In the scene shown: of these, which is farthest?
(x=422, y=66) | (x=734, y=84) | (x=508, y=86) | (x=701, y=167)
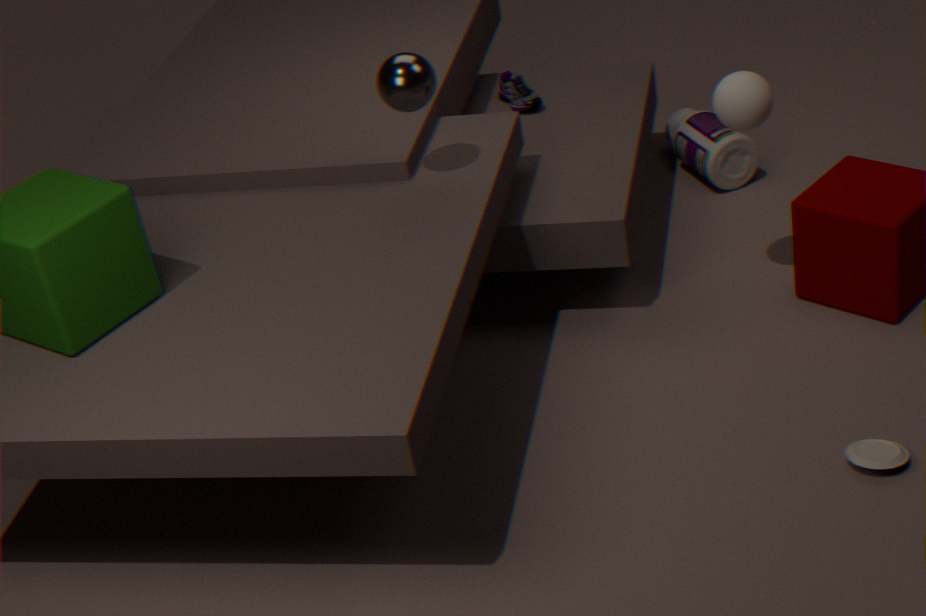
(x=508, y=86)
